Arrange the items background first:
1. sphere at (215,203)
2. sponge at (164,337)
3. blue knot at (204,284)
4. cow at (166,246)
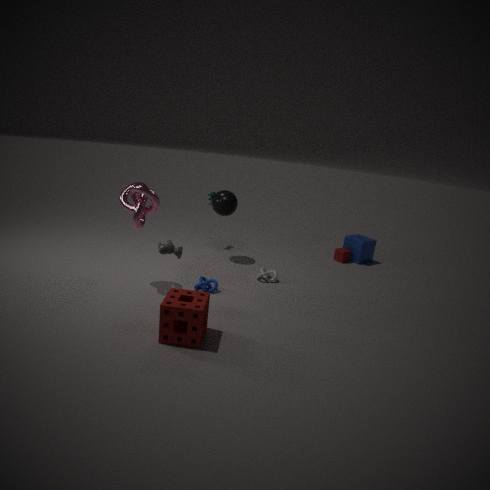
sphere at (215,203) → blue knot at (204,284) → cow at (166,246) → sponge at (164,337)
